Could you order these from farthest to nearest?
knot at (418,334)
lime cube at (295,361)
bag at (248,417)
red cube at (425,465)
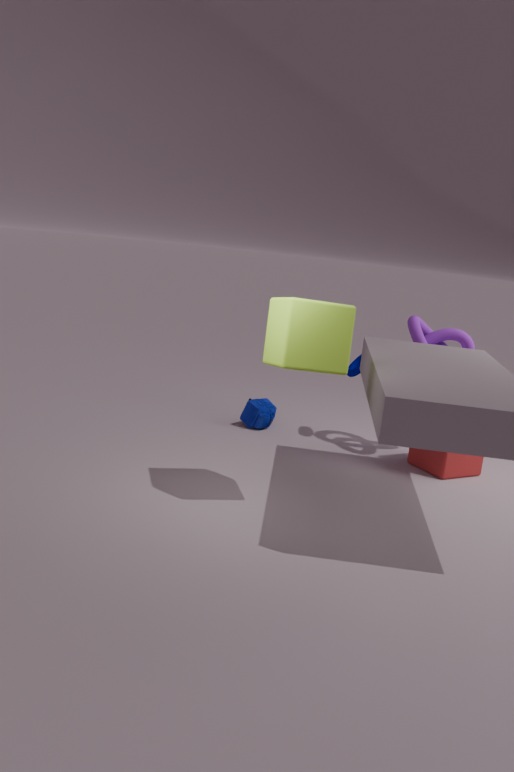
bag at (248,417) → knot at (418,334) → red cube at (425,465) → lime cube at (295,361)
